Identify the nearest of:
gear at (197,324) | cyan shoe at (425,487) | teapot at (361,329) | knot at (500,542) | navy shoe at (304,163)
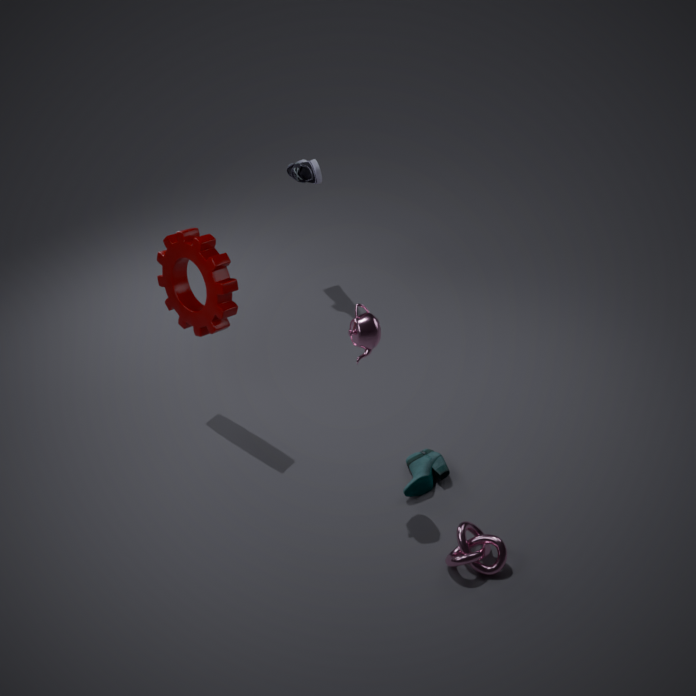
knot at (500,542)
